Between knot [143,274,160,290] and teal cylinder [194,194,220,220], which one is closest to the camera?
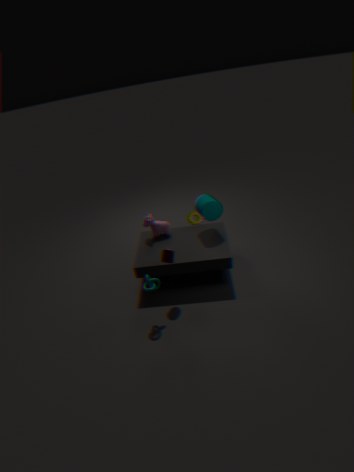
knot [143,274,160,290]
